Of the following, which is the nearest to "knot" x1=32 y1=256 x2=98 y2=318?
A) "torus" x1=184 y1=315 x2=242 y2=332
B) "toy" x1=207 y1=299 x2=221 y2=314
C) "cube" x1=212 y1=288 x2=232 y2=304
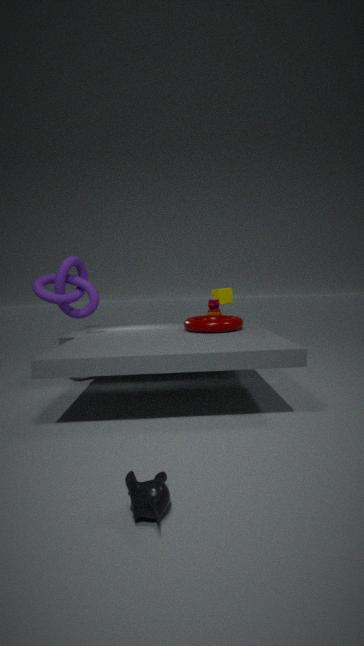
"torus" x1=184 y1=315 x2=242 y2=332
